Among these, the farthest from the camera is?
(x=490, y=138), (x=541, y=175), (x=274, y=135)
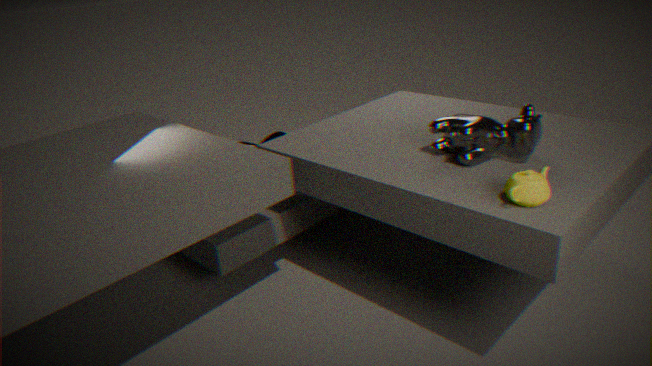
(x=274, y=135)
